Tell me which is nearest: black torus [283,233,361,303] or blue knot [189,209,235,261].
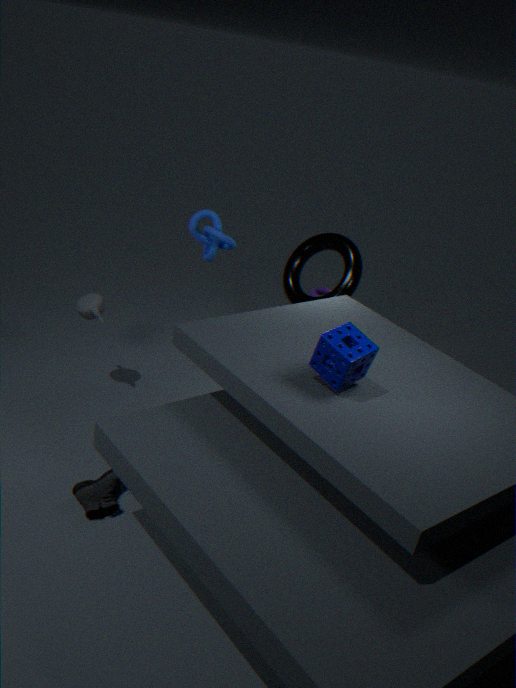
blue knot [189,209,235,261]
